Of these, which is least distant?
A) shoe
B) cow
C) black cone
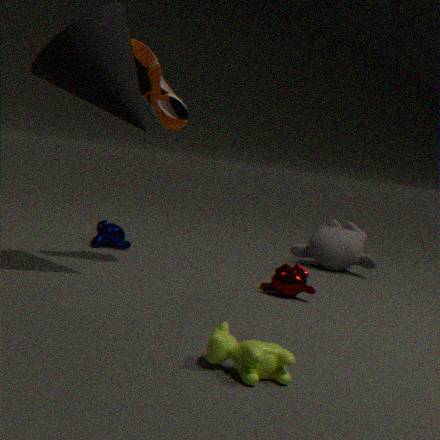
cow
